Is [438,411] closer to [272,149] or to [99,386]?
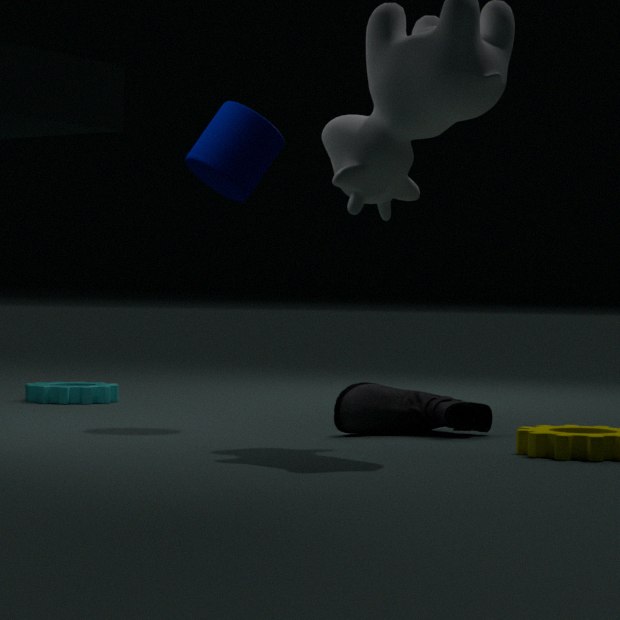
[272,149]
